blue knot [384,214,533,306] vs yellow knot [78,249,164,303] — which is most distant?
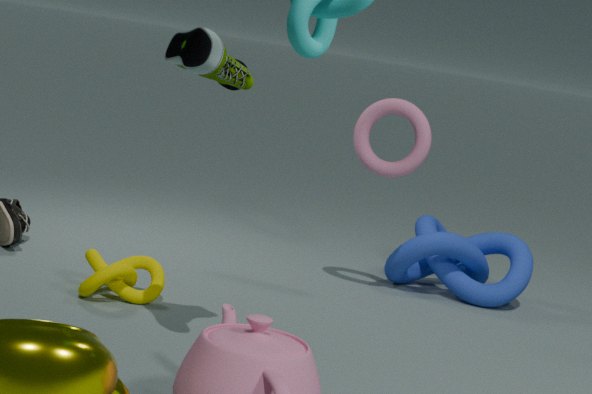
blue knot [384,214,533,306]
